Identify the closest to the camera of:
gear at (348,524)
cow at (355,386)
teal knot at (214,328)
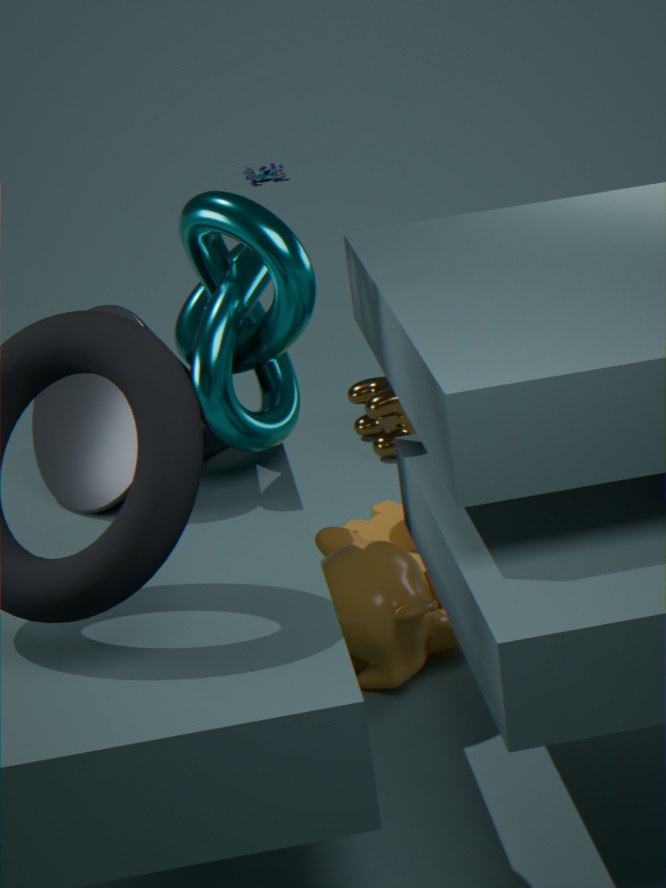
teal knot at (214,328)
